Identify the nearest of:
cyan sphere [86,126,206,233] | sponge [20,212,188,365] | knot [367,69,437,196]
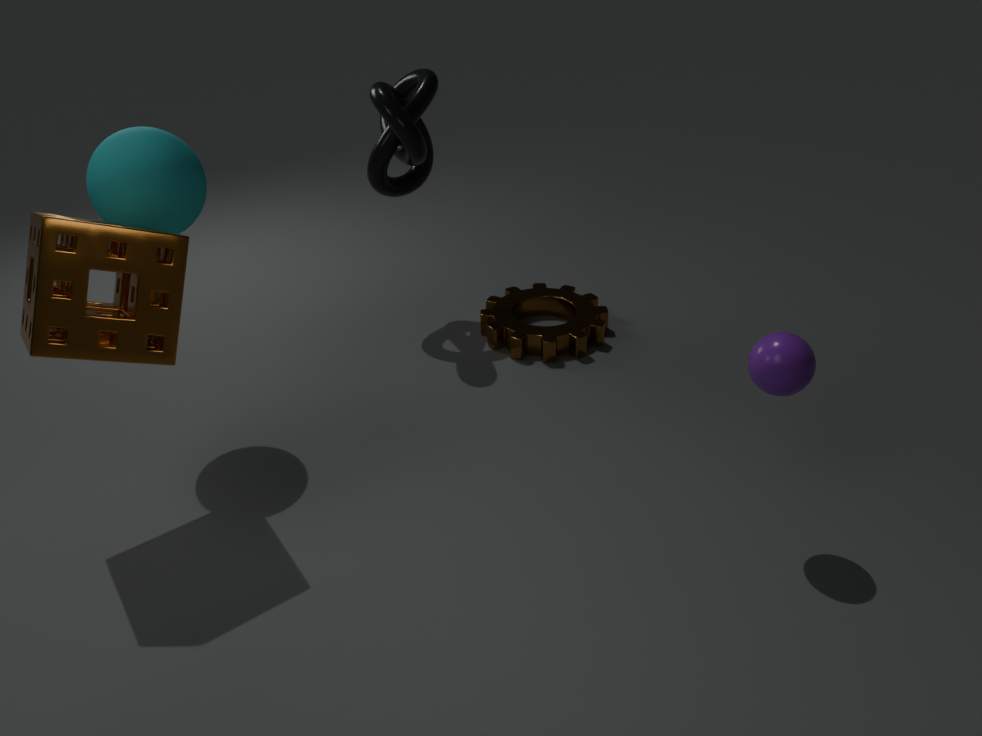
sponge [20,212,188,365]
